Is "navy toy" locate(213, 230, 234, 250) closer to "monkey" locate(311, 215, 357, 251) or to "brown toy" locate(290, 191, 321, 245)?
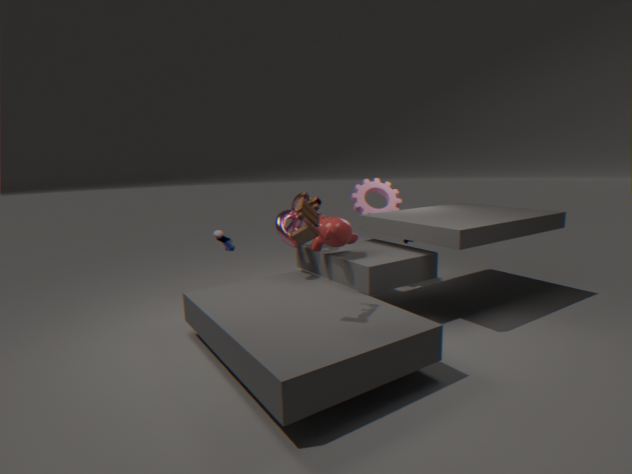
"monkey" locate(311, 215, 357, 251)
